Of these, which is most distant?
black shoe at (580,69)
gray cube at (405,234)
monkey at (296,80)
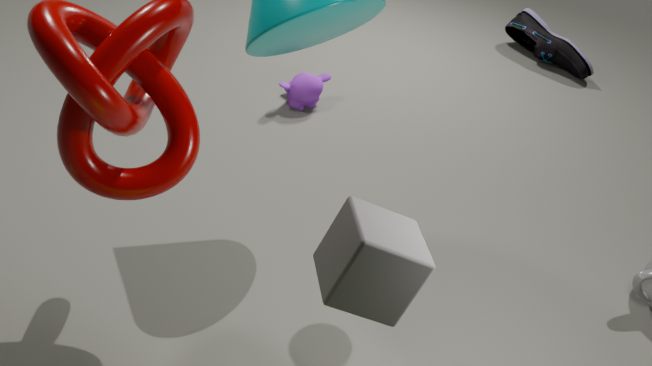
black shoe at (580,69)
